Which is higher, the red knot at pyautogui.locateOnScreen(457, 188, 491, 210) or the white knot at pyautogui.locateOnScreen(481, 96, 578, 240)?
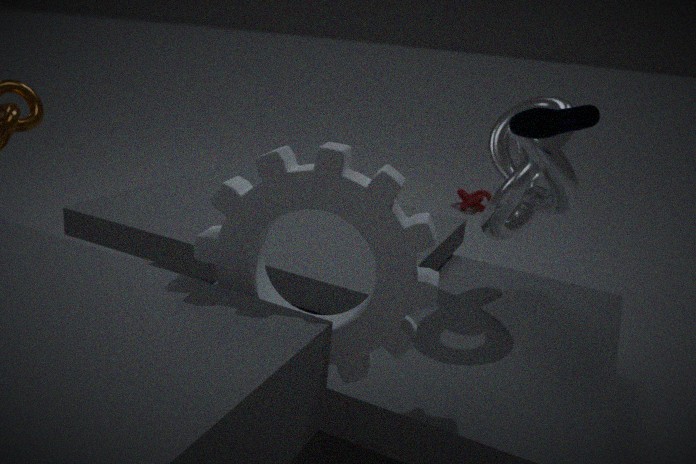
the white knot at pyautogui.locateOnScreen(481, 96, 578, 240)
